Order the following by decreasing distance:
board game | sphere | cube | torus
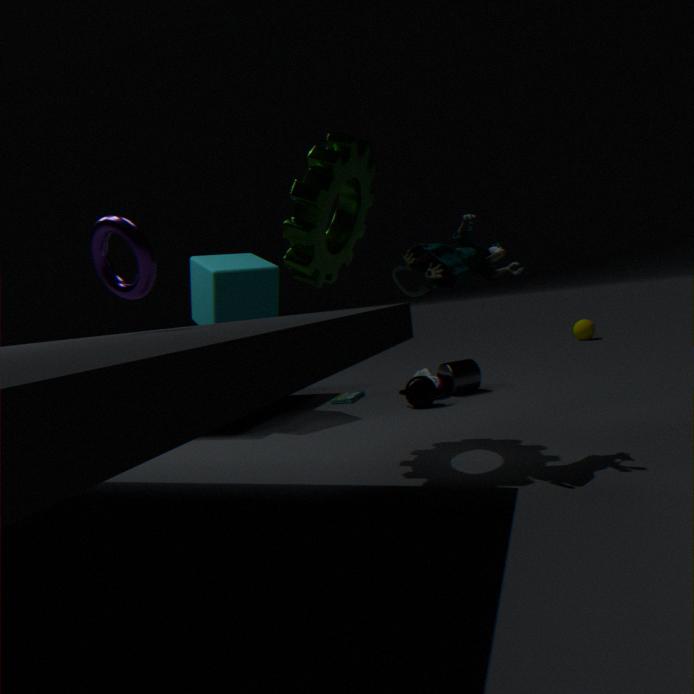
1. sphere
2. board game
3. cube
4. torus
